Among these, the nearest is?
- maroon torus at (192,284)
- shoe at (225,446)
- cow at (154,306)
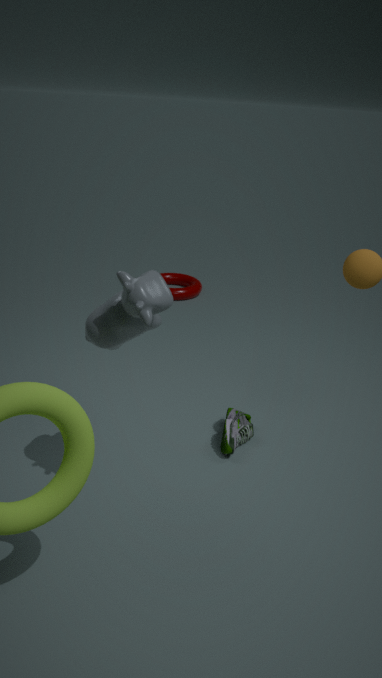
cow at (154,306)
